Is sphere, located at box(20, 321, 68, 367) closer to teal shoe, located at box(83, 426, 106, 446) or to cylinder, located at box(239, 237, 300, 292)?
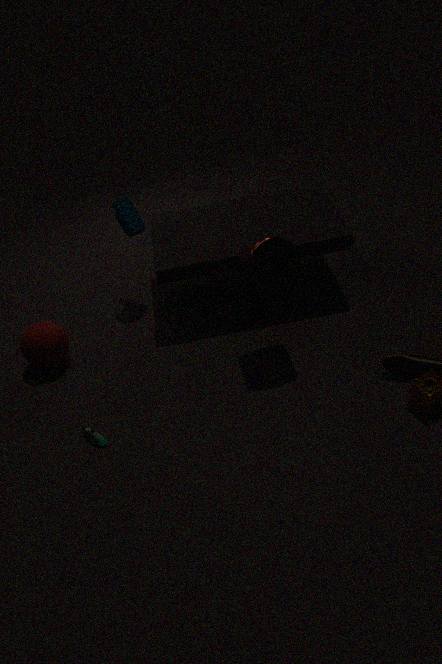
teal shoe, located at box(83, 426, 106, 446)
